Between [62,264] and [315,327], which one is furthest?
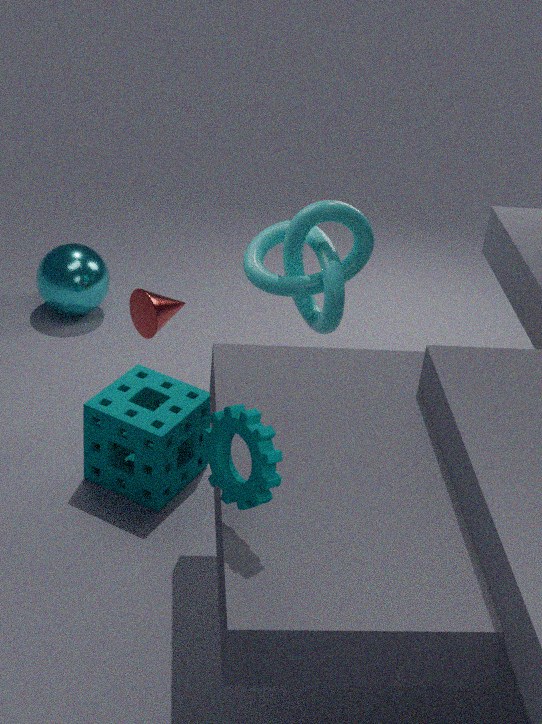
[62,264]
